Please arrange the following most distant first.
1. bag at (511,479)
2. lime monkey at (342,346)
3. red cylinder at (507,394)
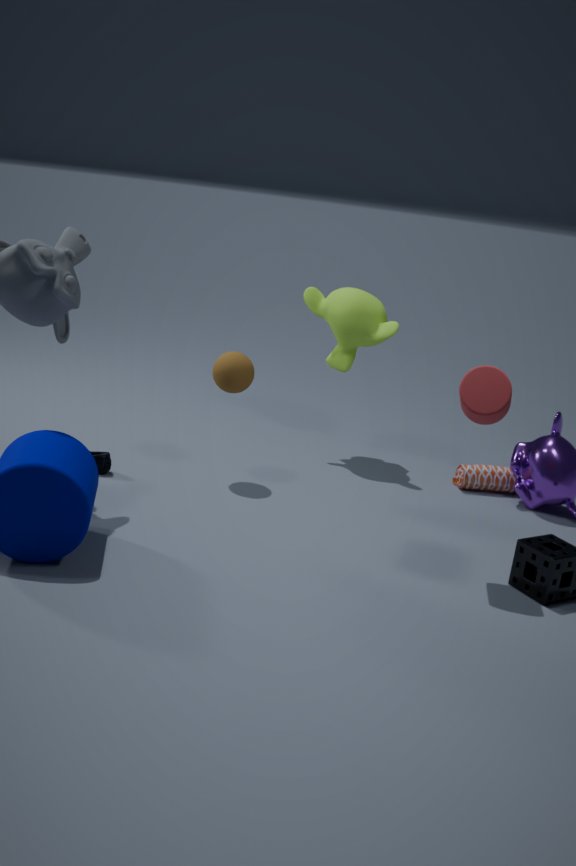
lime monkey at (342,346)
bag at (511,479)
red cylinder at (507,394)
